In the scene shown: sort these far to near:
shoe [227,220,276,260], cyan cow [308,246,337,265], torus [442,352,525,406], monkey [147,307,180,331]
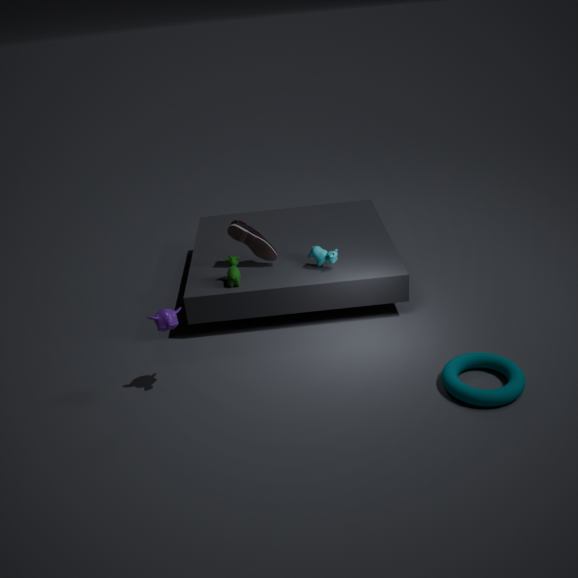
shoe [227,220,276,260] → cyan cow [308,246,337,265] → monkey [147,307,180,331] → torus [442,352,525,406]
